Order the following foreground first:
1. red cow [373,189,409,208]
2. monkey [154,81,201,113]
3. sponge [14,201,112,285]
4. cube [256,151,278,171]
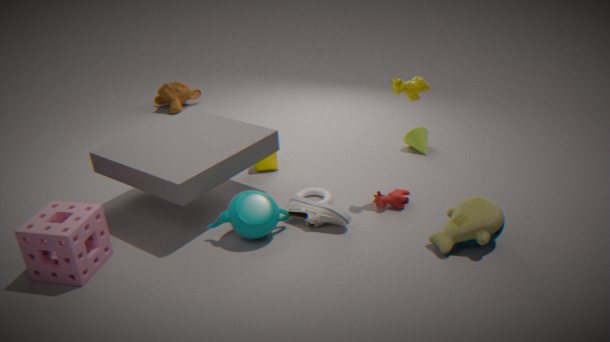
sponge [14,201,112,285] → red cow [373,189,409,208] → cube [256,151,278,171] → monkey [154,81,201,113]
